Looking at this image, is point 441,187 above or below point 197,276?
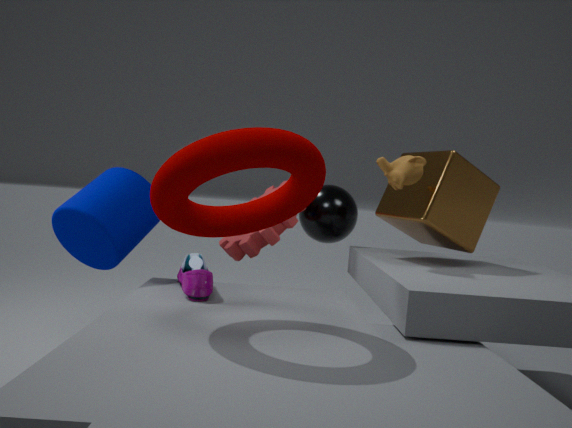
above
